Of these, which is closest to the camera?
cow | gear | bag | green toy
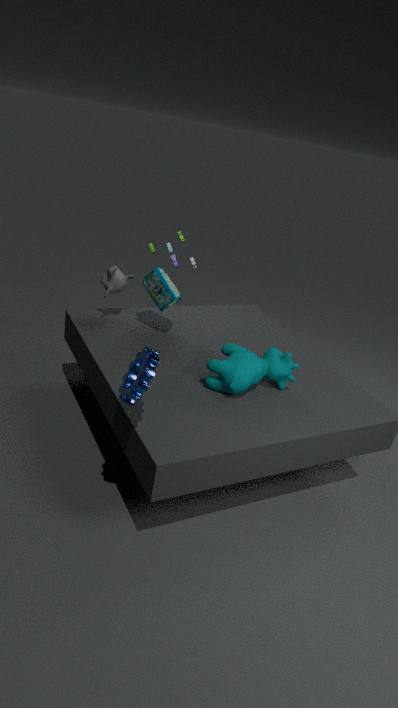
gear
